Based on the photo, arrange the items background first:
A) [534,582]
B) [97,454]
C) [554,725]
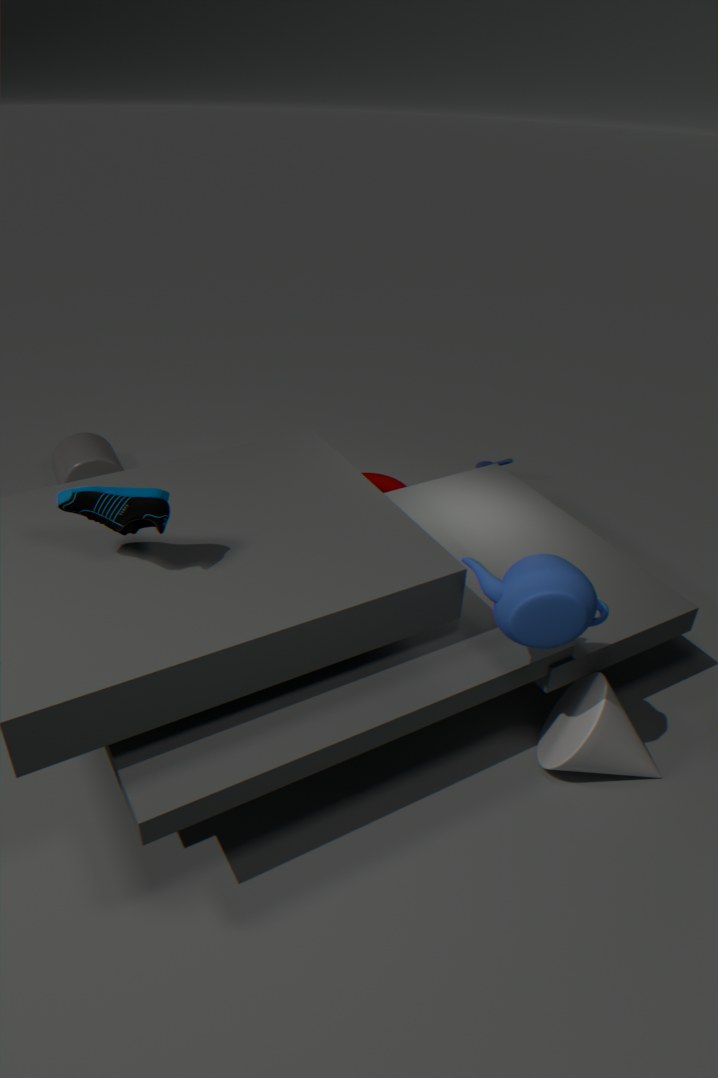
[97,454] < [554,725] < [534,582]
